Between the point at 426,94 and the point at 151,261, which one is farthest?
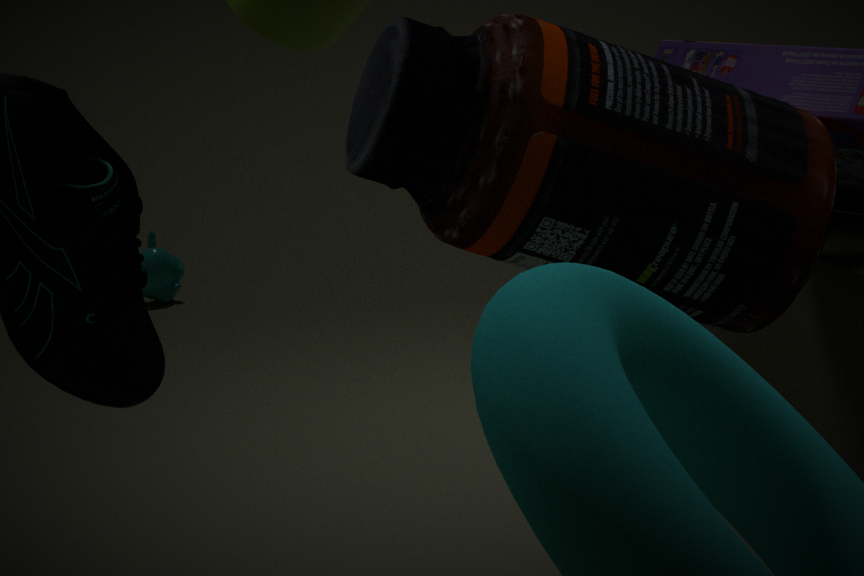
the point at 151,261
